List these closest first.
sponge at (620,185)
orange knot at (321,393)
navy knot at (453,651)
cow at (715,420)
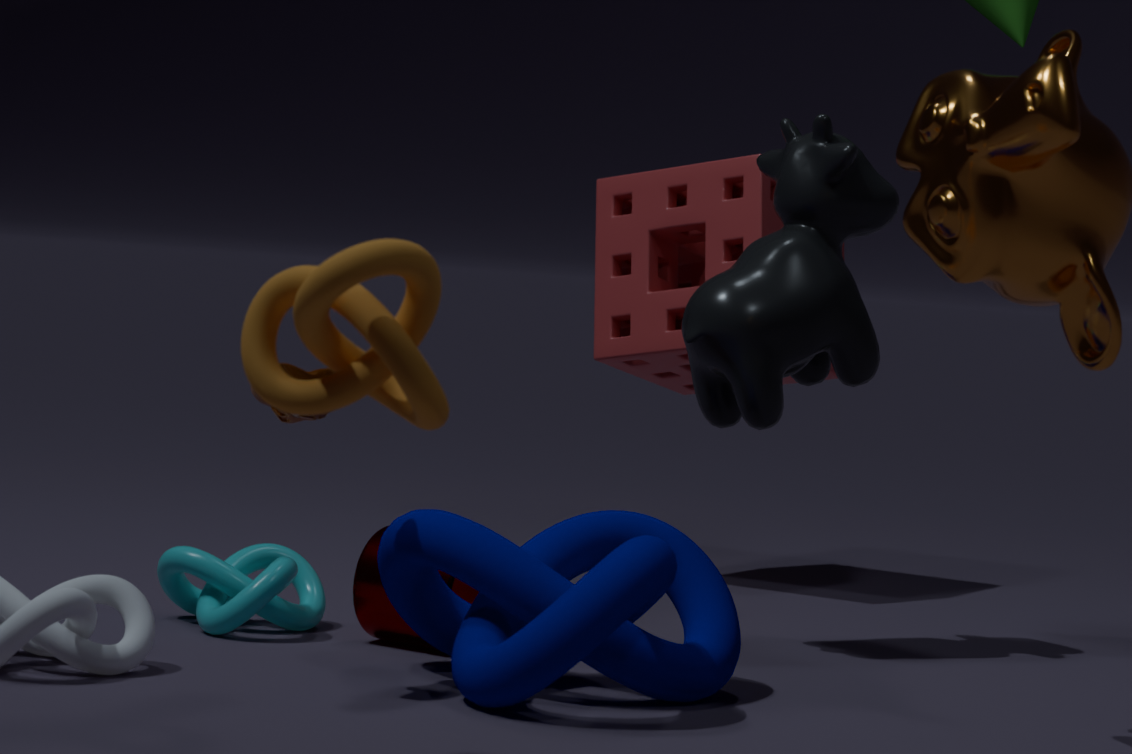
orange knot at (321,393)
navy knot at (453,651)
cow at (715,420)
sponge at (620,185)
